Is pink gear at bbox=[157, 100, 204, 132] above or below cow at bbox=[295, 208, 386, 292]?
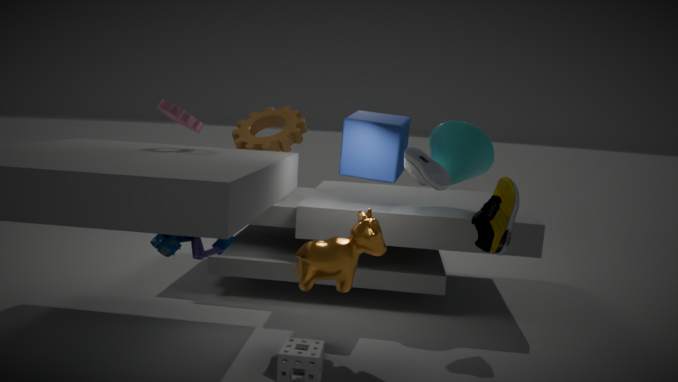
above
